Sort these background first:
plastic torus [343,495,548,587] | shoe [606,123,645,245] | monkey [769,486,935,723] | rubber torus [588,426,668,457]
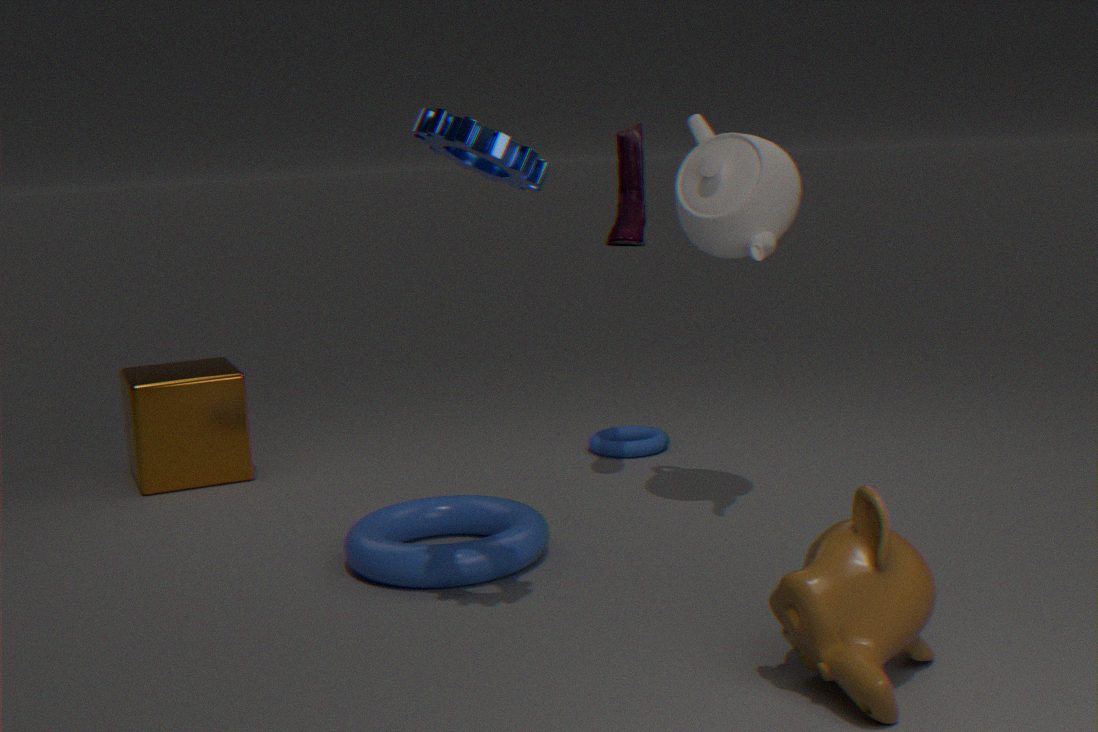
rubber torus [588,426,668,457]
shoe [606,123,645,245]
plastic torus [343,495,548,587]
monkey [769,486,935,723]
